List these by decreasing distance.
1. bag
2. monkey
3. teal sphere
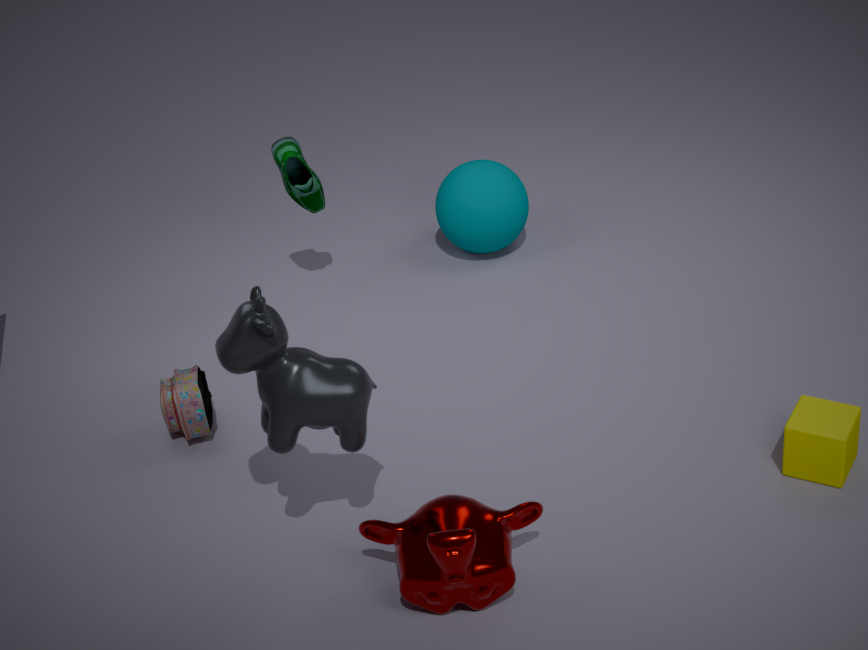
1. teal sphere
2. bag
3. monkey
